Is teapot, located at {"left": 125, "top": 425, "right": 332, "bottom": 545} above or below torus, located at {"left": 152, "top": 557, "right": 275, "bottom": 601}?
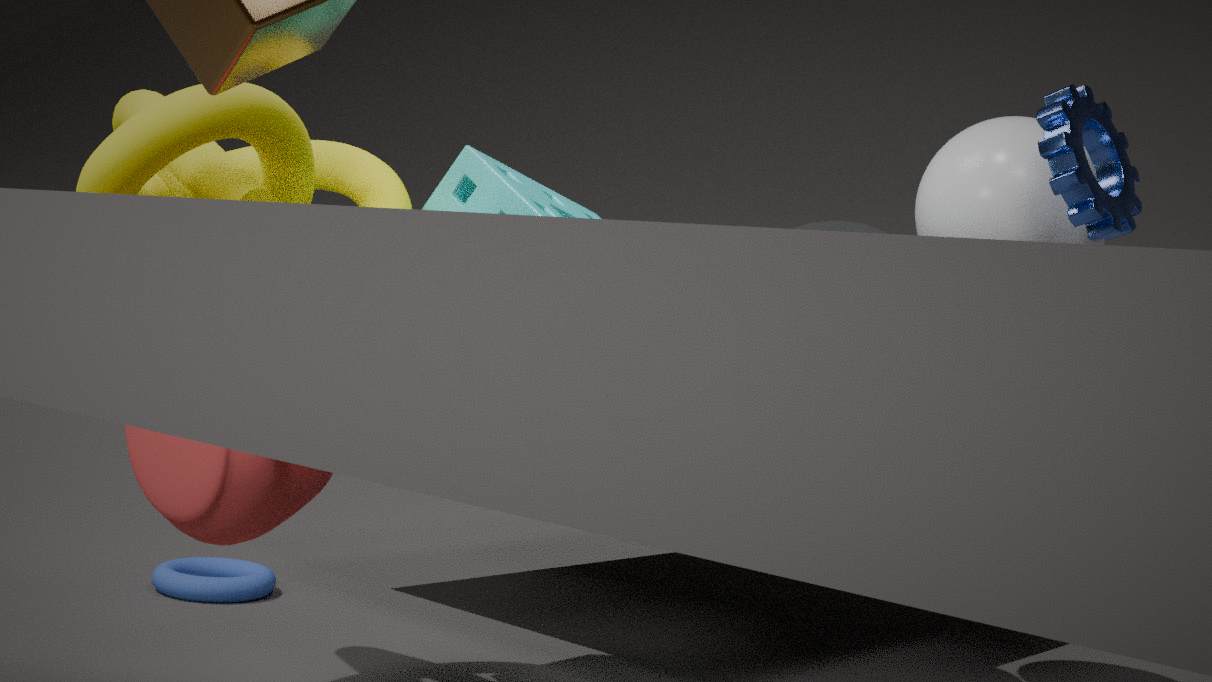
above
